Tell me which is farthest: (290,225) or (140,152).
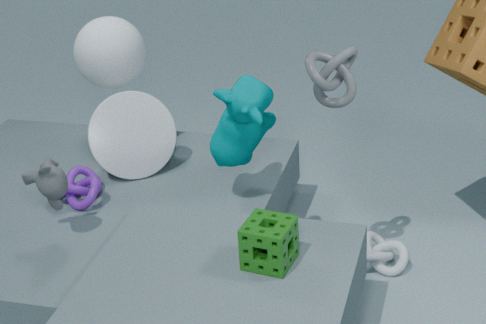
(140,152)
